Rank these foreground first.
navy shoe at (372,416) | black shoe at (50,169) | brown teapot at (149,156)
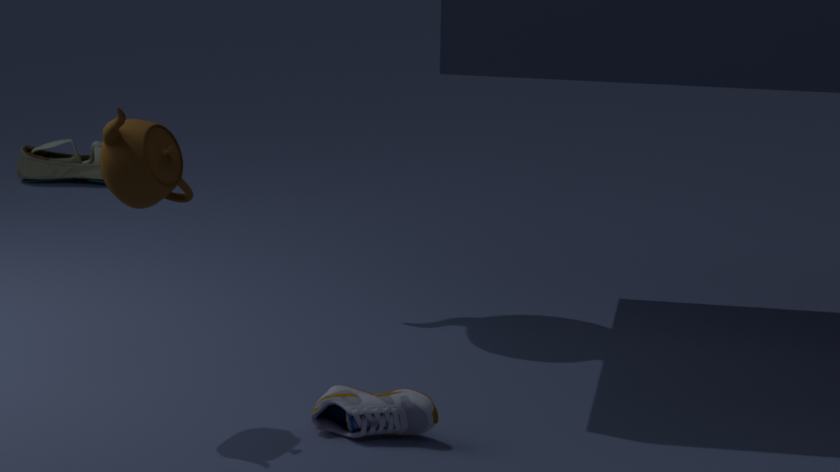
brown teapot at (149,156)
navy shoe at (372,416)
black shoe at (50,169)
